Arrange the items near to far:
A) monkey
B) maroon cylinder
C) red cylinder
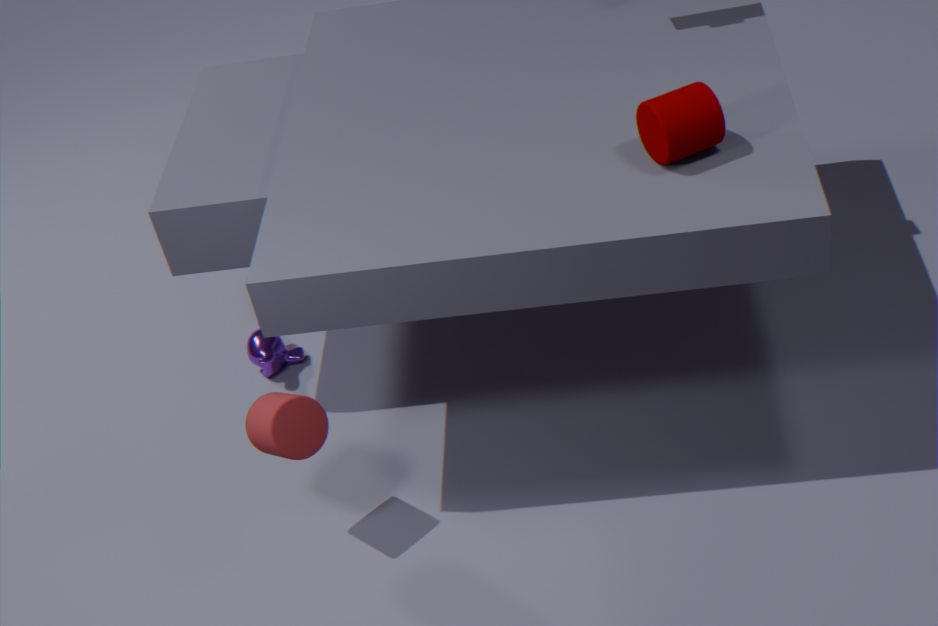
maroon cylinder < red cylinder < monkey
